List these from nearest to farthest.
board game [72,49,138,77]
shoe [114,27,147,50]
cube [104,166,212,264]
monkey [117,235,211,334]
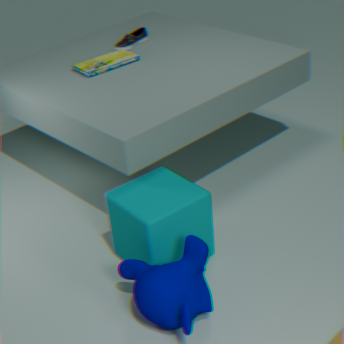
monkey [117,235,211,334] < cube [104,166,212,264] < board game [72,49,138,77] < shoe [114,27,147,50]
